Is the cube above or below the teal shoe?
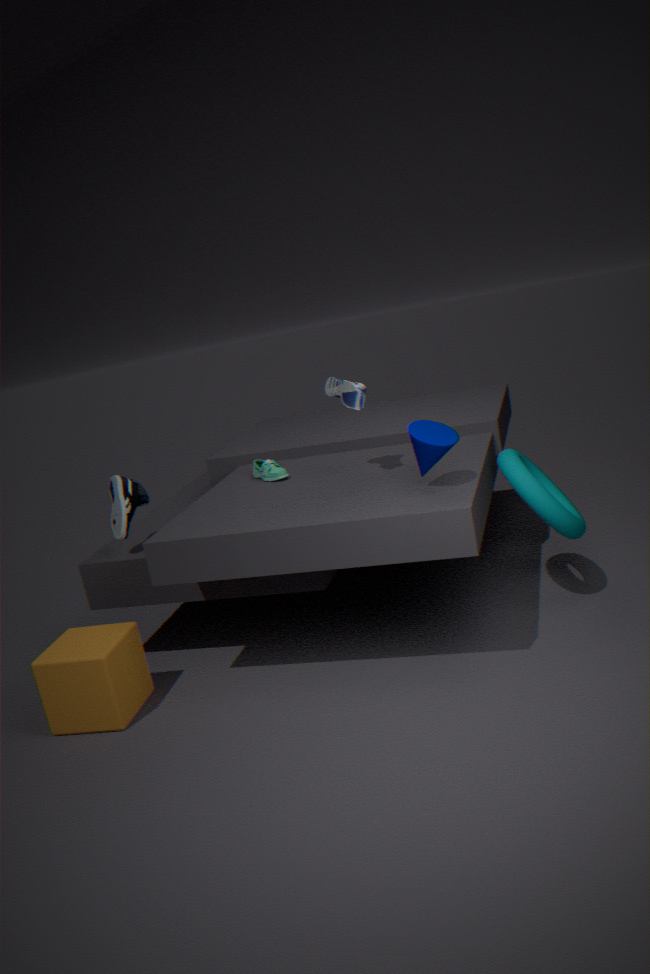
below
